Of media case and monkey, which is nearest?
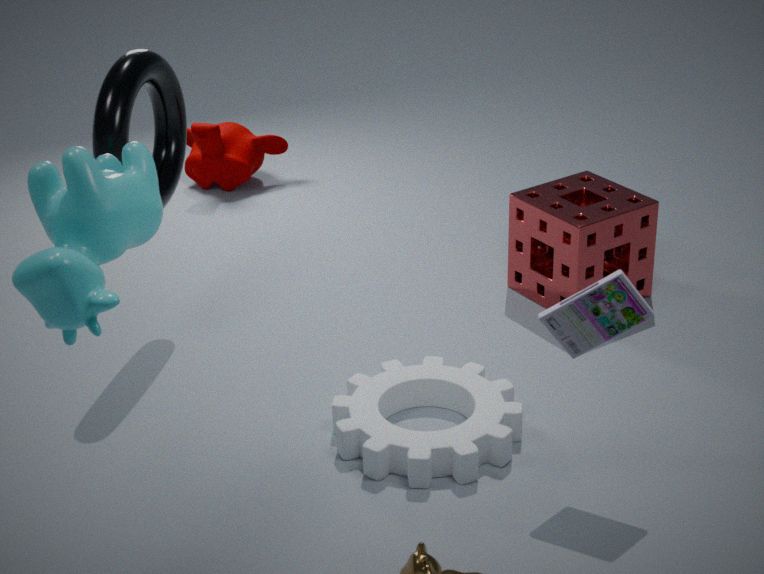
media case
